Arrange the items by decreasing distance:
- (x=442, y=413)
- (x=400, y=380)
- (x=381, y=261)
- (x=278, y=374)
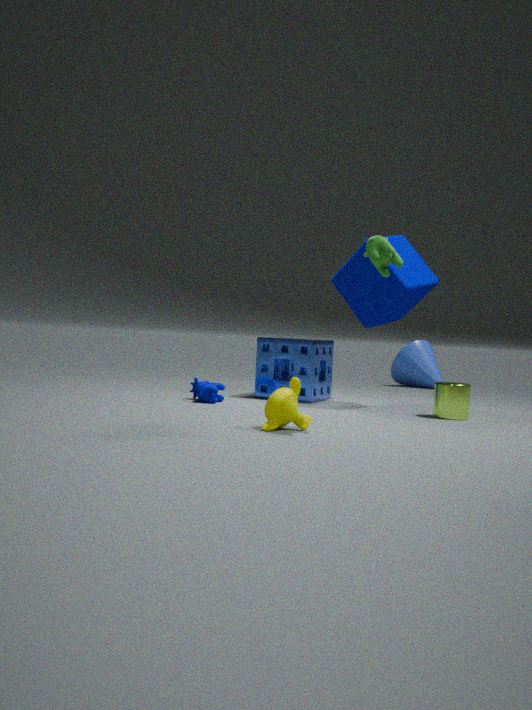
(x=400, y=380), (x=278, y=374), (x=442, y=413), (x=381, y=261)
